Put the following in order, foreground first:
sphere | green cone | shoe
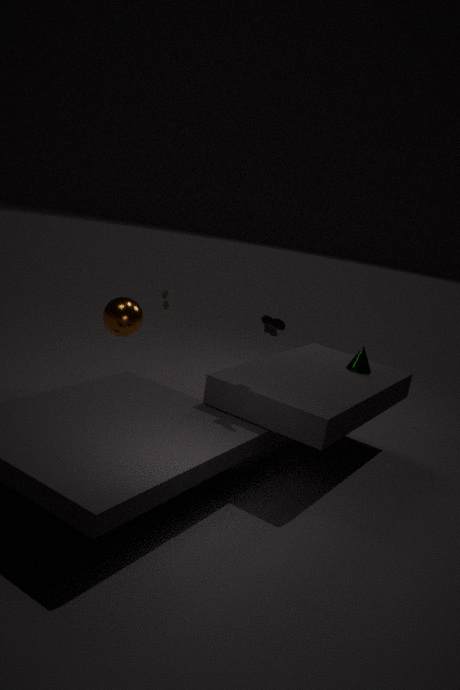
shoe < green cone < sphere
